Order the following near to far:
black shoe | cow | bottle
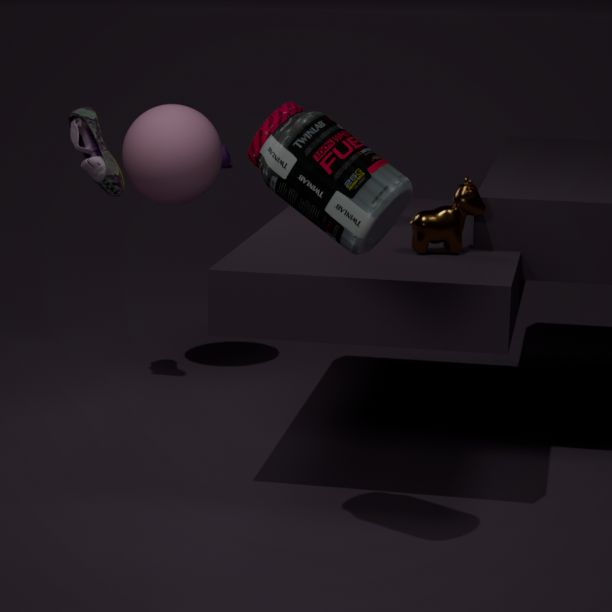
bottle
cow
black shoe
